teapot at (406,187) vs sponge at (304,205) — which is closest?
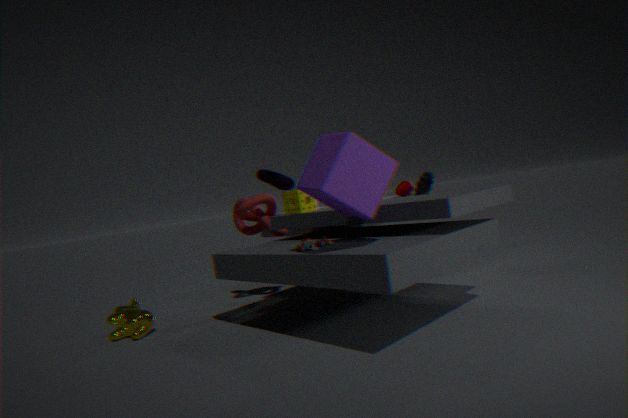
sponge at (304,205)
